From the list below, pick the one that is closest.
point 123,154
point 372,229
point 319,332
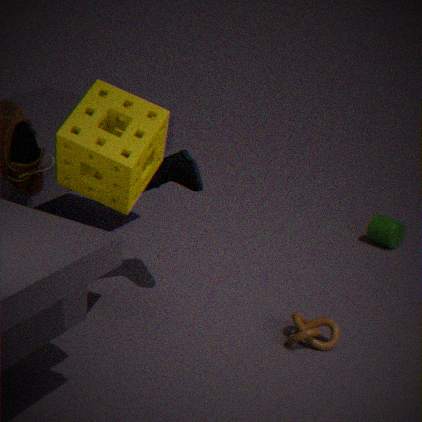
point 123,154
